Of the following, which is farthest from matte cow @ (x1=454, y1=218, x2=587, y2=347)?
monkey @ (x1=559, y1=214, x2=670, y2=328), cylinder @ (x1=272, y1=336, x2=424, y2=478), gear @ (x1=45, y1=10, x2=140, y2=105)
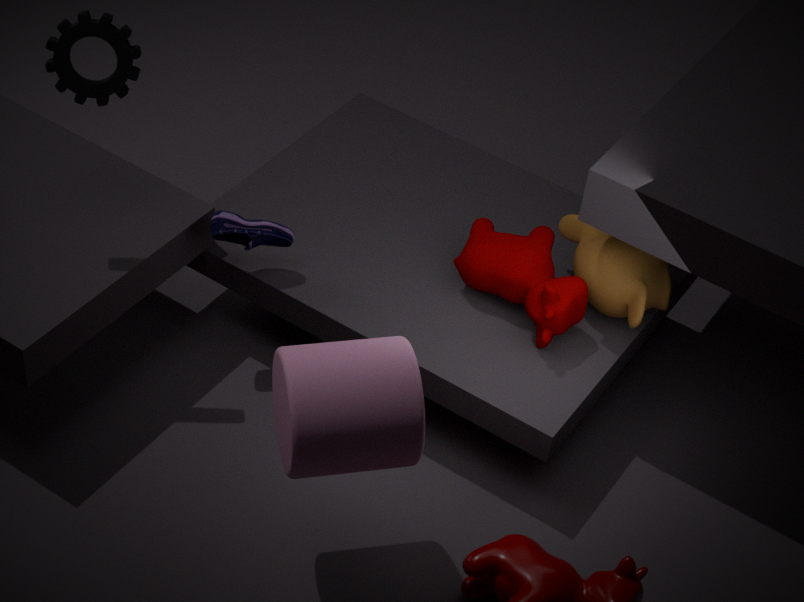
gear @ (x1=45, y1=10, x2=140, y2=105)
